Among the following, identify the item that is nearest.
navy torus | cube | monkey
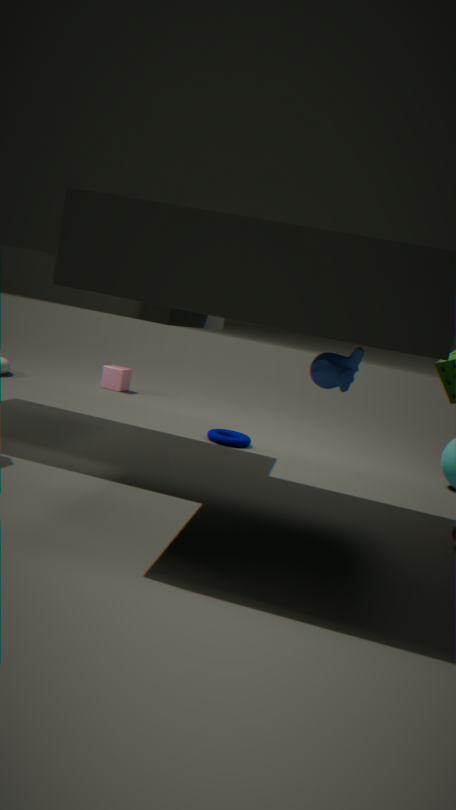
monkey
